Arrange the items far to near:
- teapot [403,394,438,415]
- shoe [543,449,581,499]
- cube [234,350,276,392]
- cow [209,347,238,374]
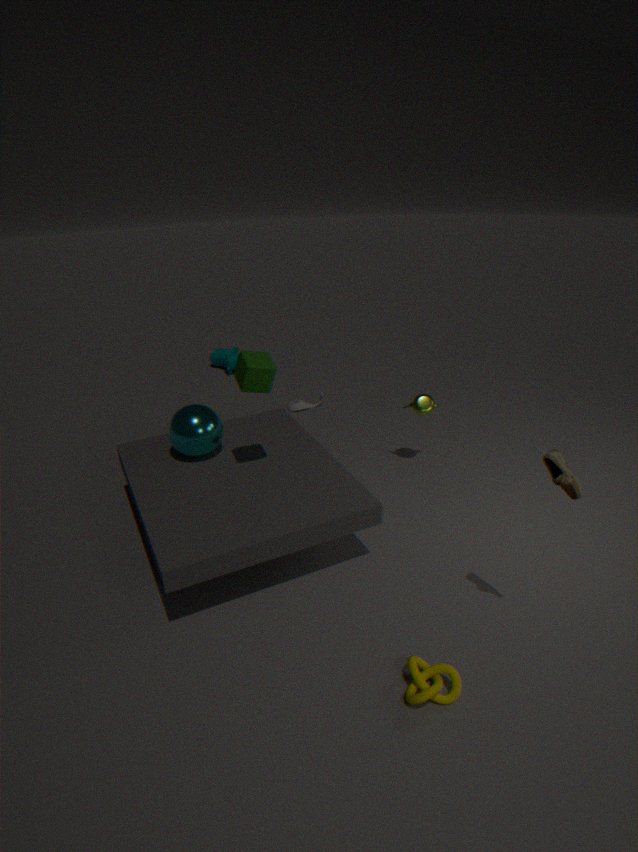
cow [209,347,238,374], teapot [403,394,438,415], cube [234,350,276,392], shoe [543,449,581,499]
